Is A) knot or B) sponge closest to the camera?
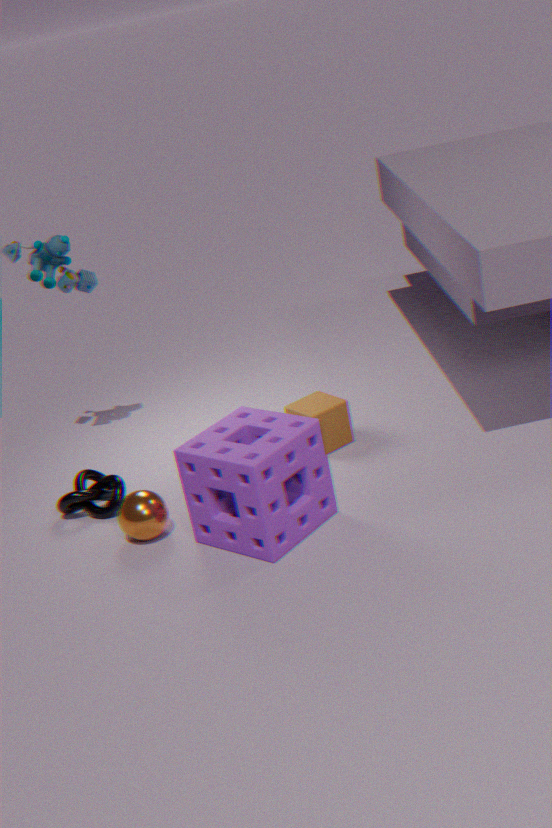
B. sponge
